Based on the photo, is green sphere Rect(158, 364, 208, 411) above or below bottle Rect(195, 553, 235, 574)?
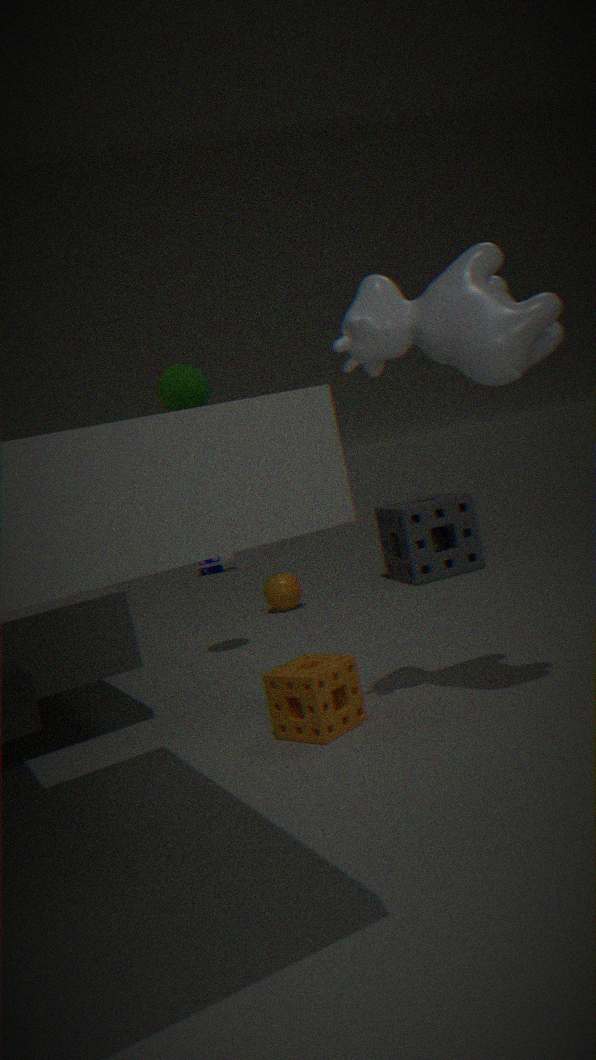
above
